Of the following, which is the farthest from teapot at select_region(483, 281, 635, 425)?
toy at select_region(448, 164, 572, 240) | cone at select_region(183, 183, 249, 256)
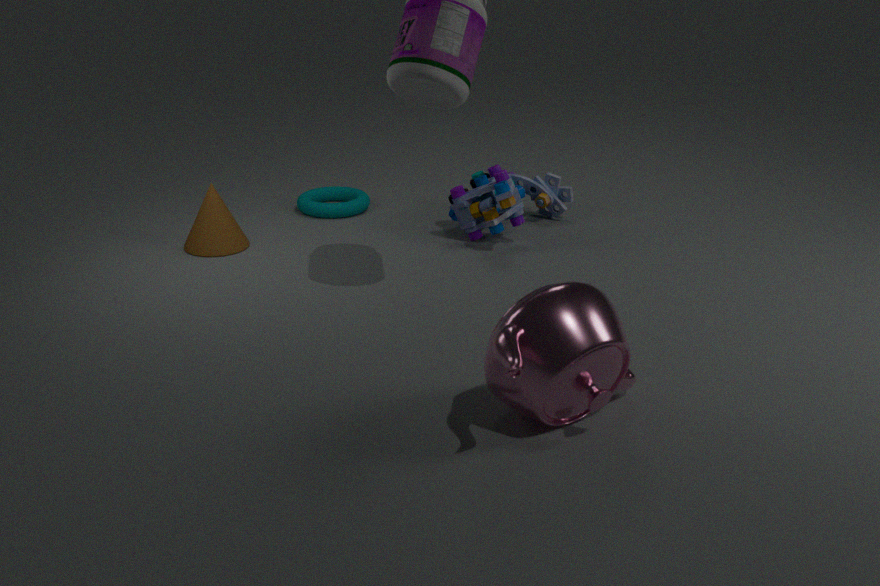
cone at select_region(183, 183, 249, 256)
